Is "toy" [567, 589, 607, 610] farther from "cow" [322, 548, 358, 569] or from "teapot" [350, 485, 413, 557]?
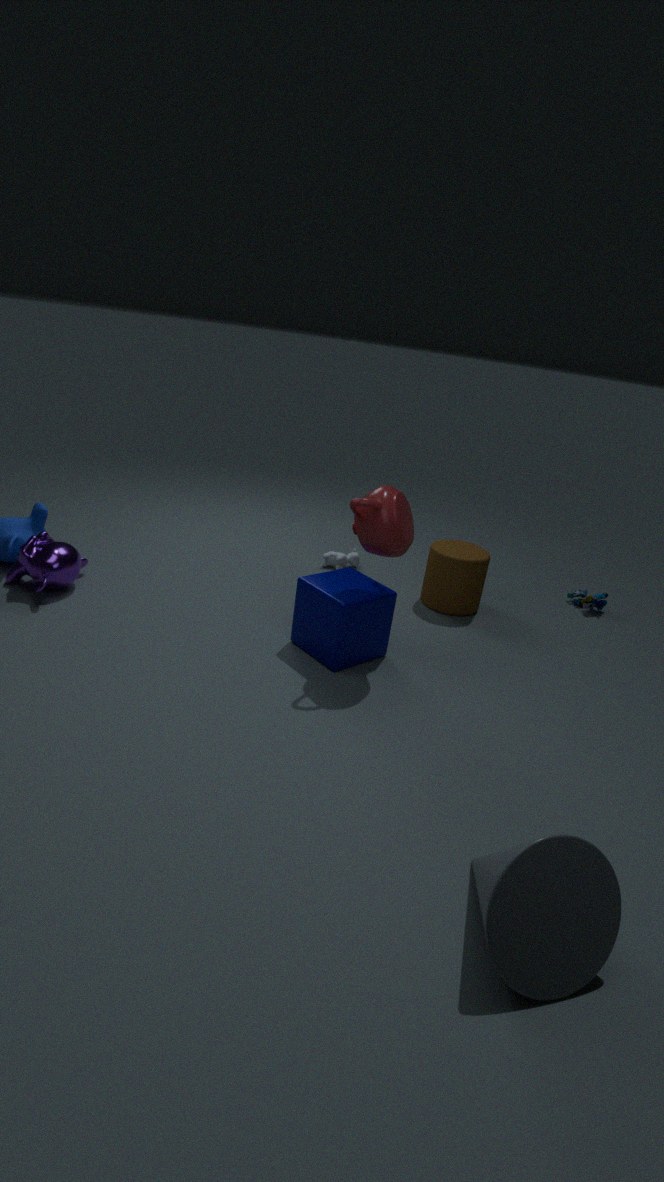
"teapot" [350, 485, 413, 557]
